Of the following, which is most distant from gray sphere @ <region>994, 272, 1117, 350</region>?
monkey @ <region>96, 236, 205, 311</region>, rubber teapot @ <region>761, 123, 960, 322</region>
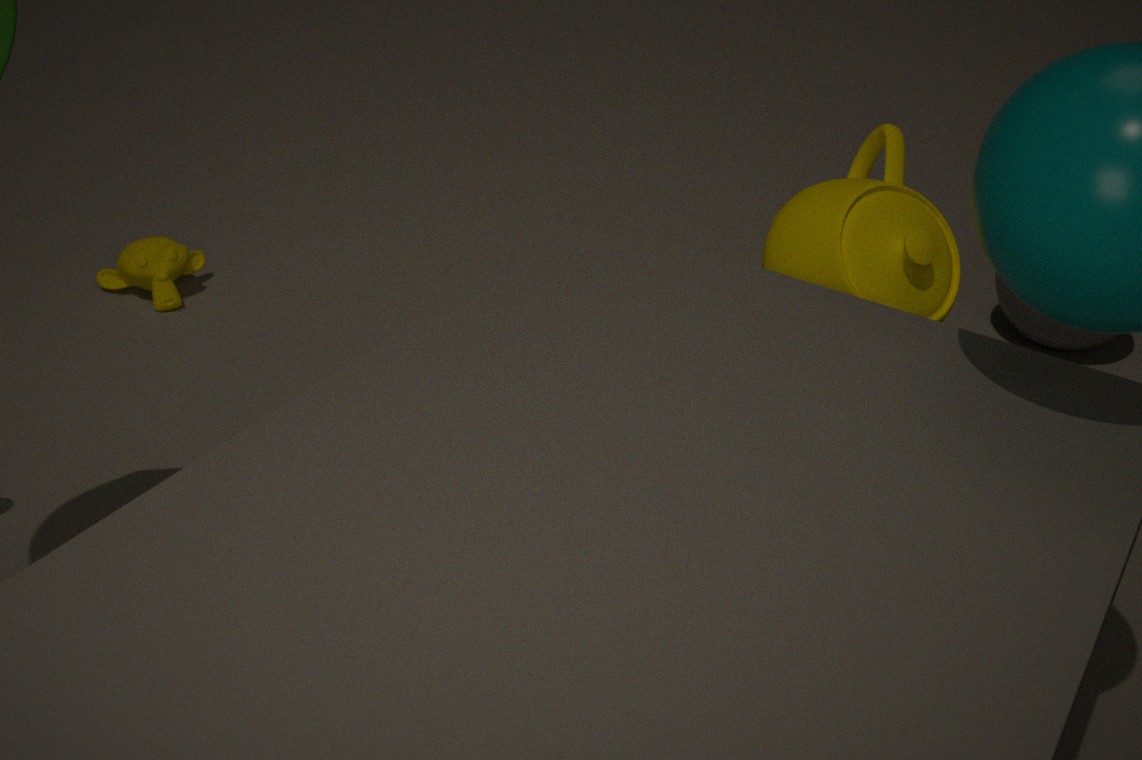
monkey @ <region>96, 236, 205, 311</region>
